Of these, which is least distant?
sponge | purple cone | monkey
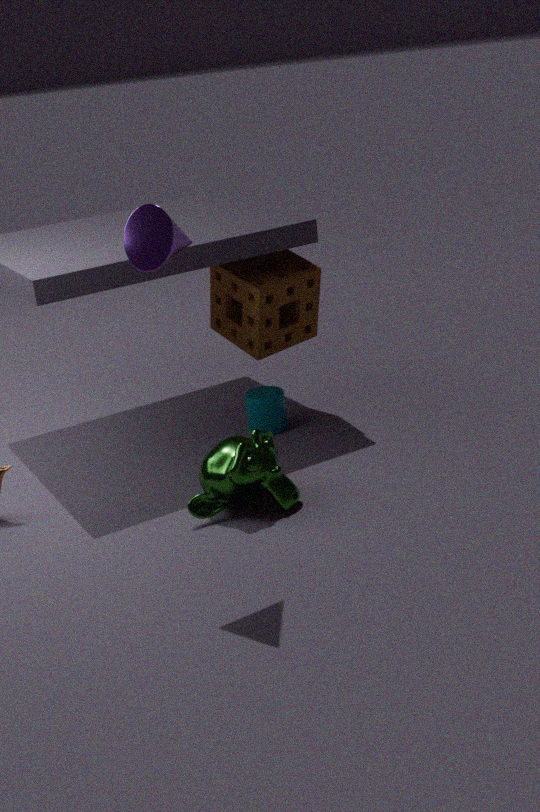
purple cone
